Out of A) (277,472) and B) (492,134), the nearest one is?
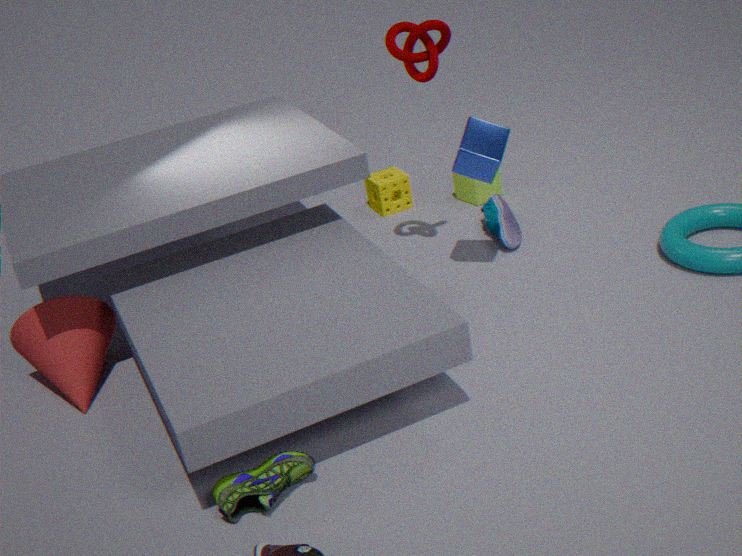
A. (277,472)
